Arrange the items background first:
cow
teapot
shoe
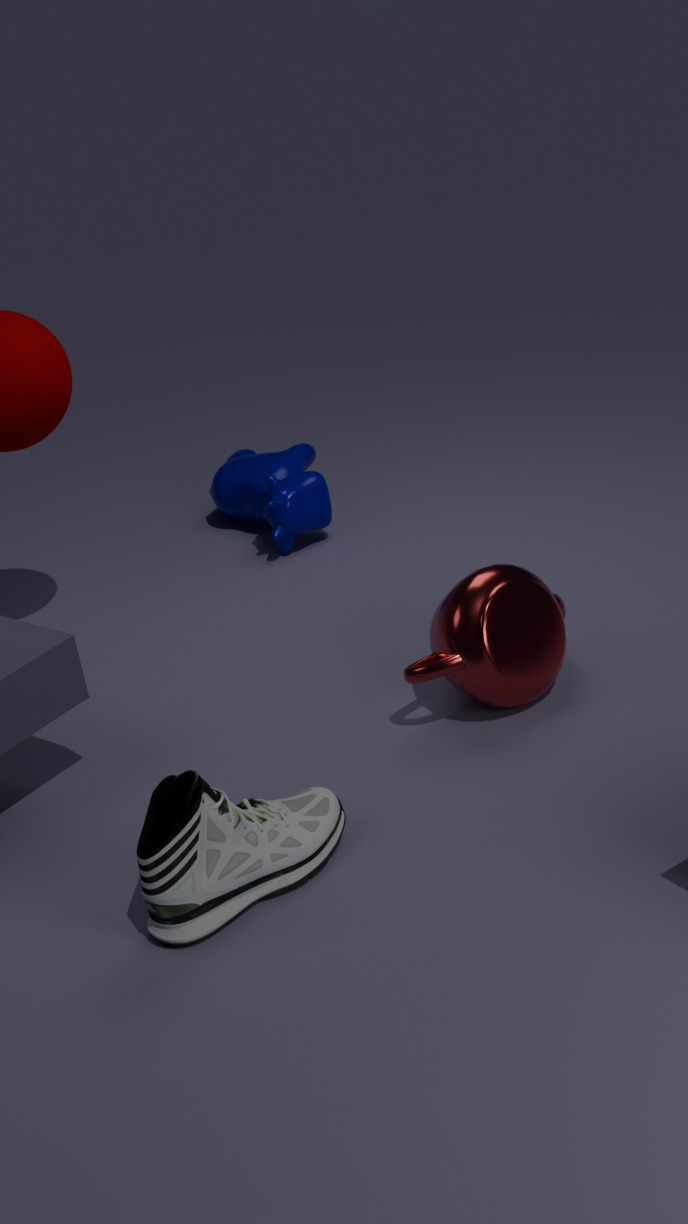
cow
teapot
shoe
